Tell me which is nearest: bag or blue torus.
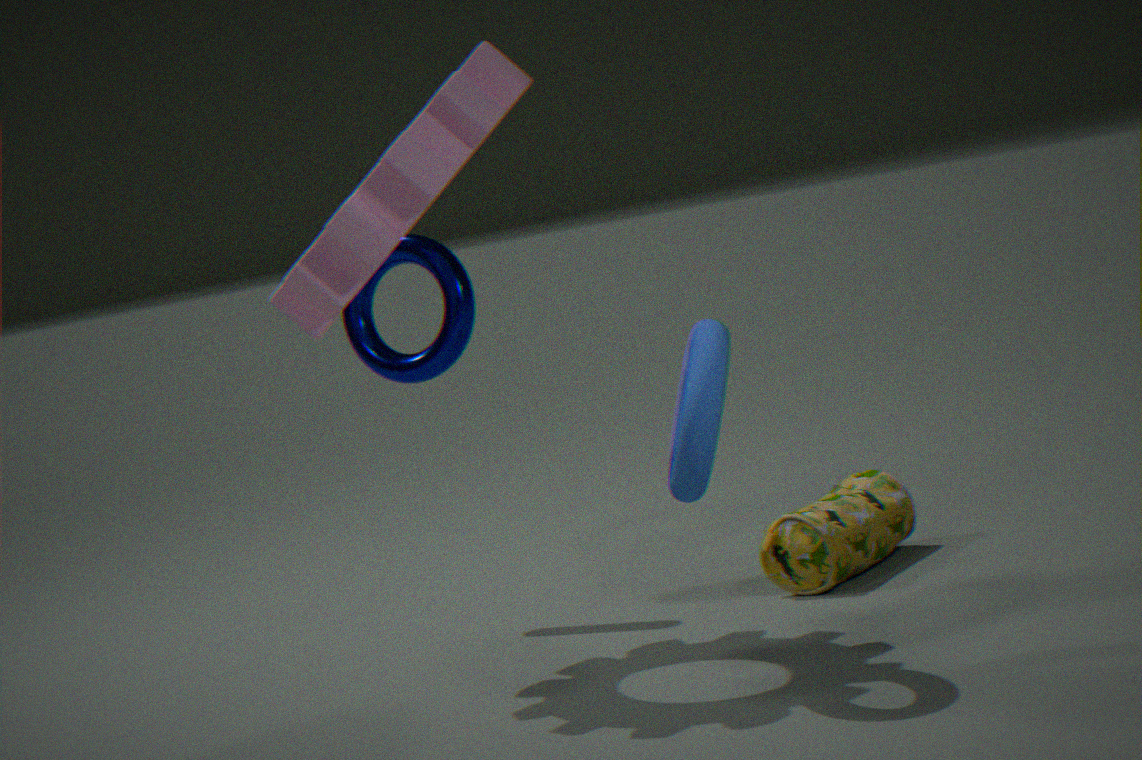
blue torus
